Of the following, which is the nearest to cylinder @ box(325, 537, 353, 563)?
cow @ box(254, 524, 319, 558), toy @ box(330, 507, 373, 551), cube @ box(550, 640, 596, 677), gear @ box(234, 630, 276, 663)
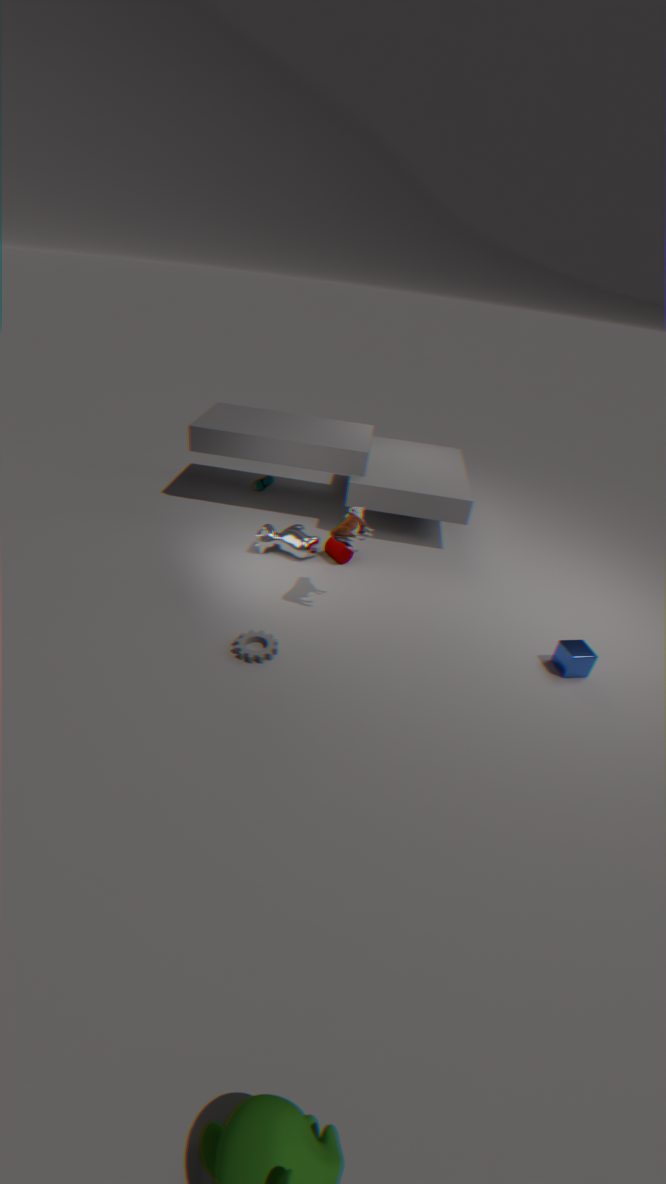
cow @ box(254, 524, 319, 558)
